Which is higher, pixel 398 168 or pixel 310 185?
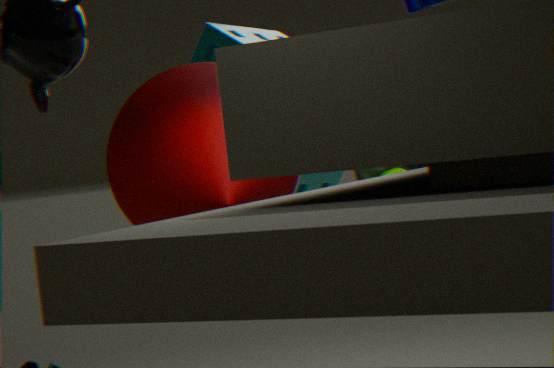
pixel 310 185
